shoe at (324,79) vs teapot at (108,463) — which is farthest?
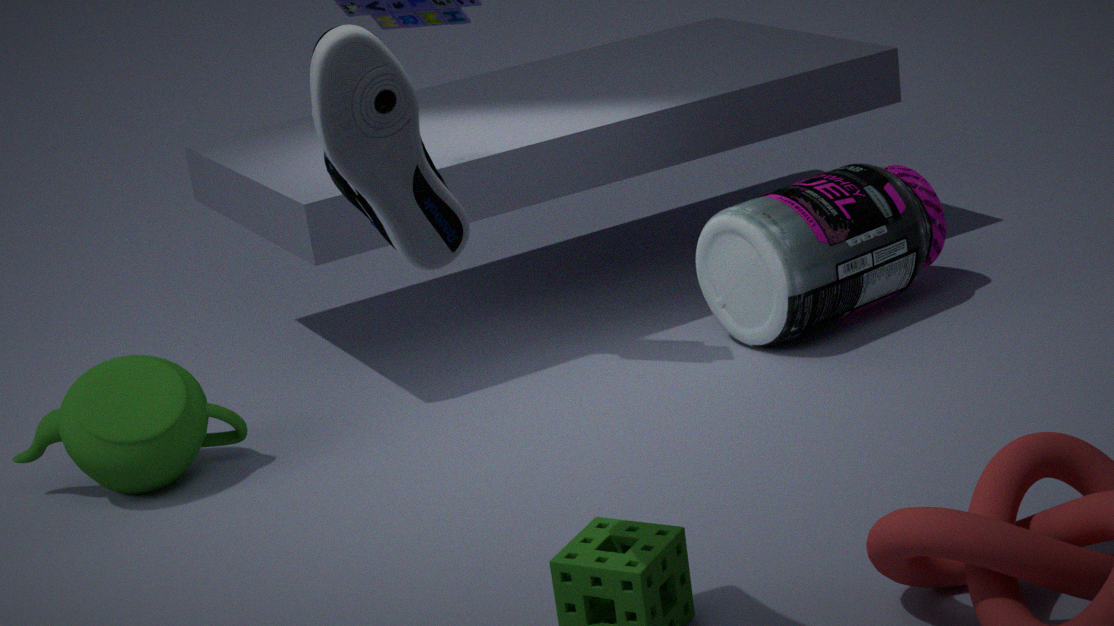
teapot at (108,463)
